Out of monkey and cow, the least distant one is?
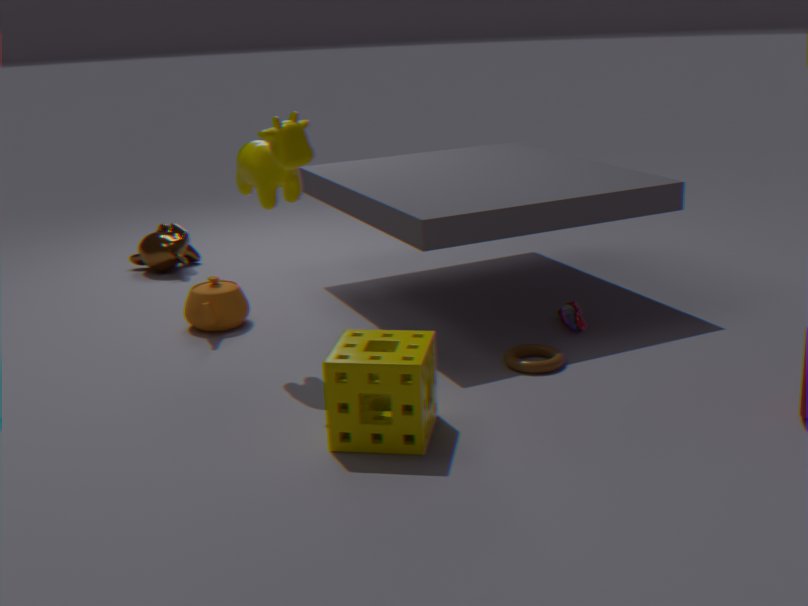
cow
